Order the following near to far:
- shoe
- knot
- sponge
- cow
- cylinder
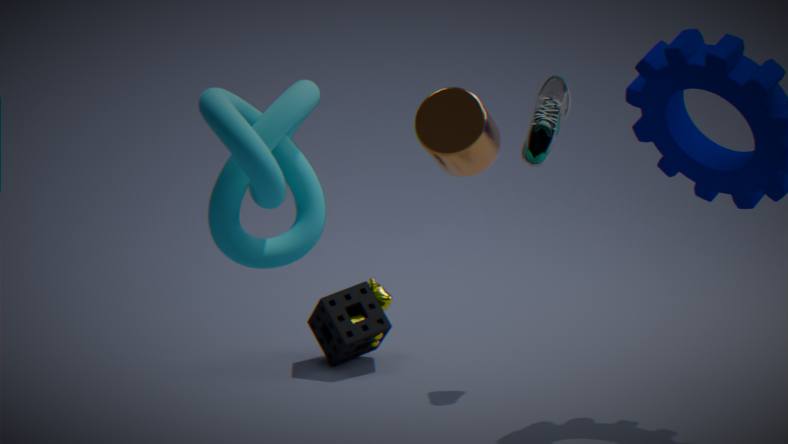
cylinder < knot < shoe < sponge < cow
